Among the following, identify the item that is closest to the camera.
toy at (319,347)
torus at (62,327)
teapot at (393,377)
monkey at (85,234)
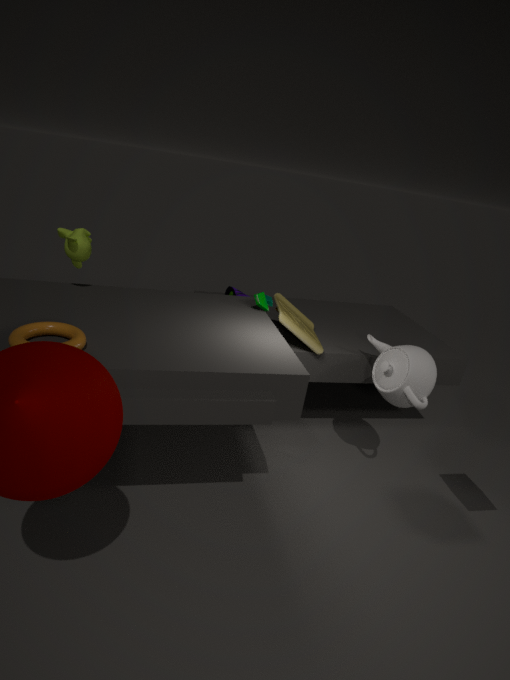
torus at (62,327)
